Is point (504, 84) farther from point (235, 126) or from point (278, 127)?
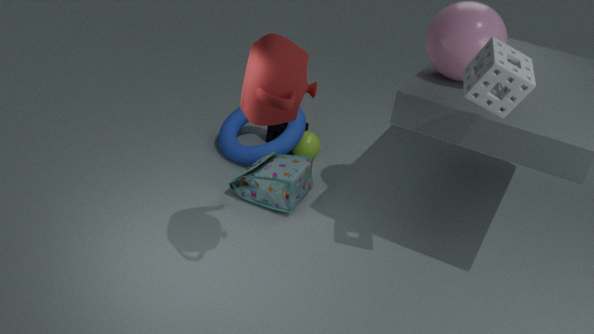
point (278, 127)
